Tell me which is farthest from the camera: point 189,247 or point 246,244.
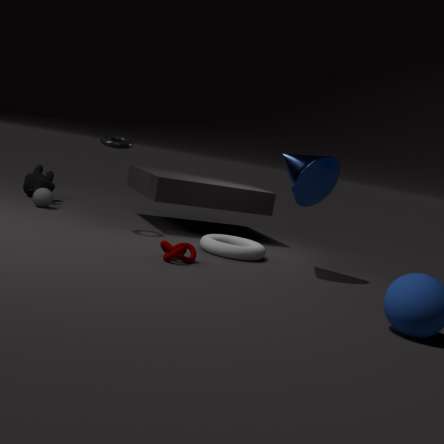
point 246,244
